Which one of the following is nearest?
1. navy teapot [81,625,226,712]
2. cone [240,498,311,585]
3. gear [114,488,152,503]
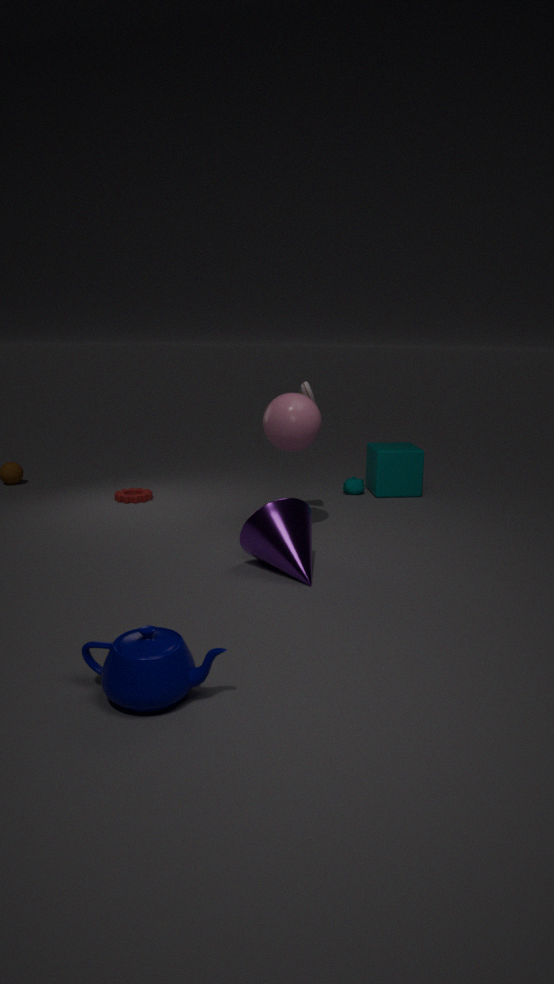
navy teapot [81,625,226,712]
